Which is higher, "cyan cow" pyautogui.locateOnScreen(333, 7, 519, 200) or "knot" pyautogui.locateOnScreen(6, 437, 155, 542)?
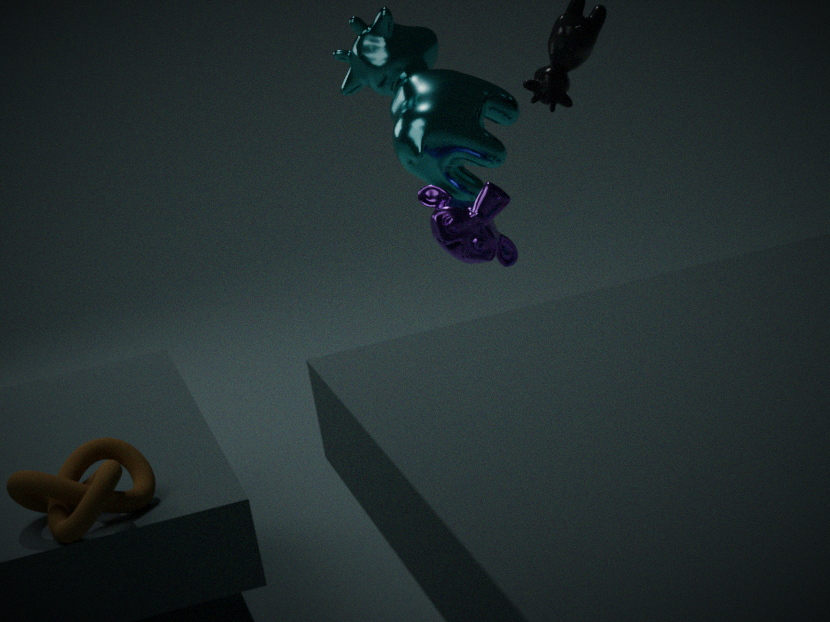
"cyan cow" pyautogui.locateOnScreen(333, 7, 519, 200)
